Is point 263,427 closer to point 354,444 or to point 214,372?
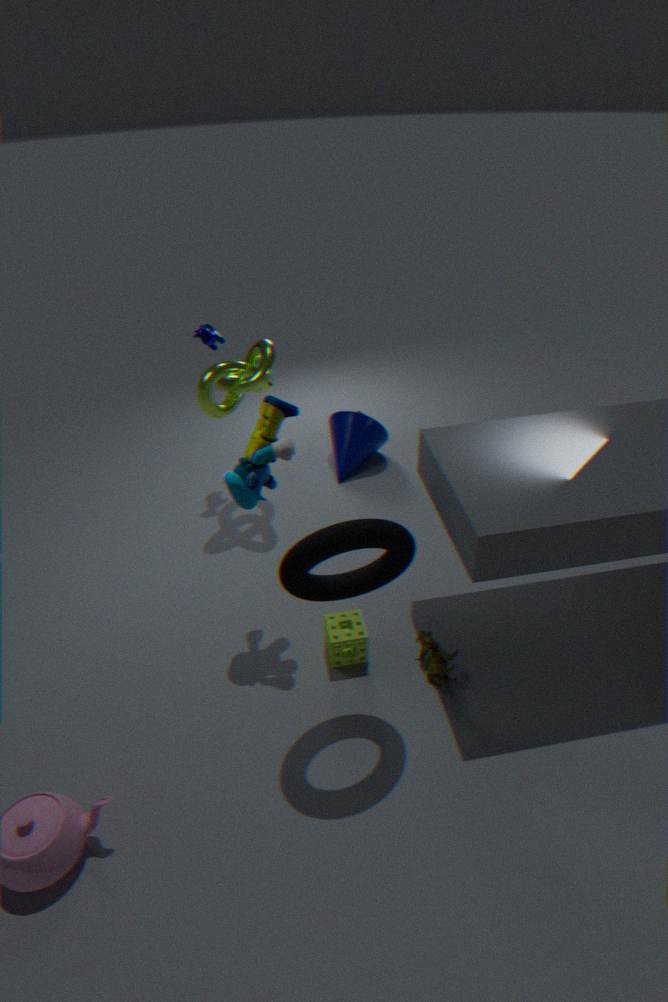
point 214,372
